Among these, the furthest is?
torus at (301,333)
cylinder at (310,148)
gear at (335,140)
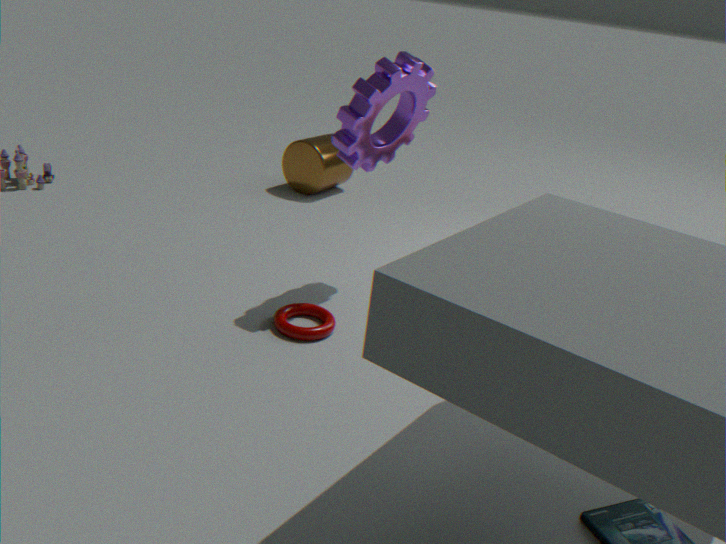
cylinder at (310,148)
